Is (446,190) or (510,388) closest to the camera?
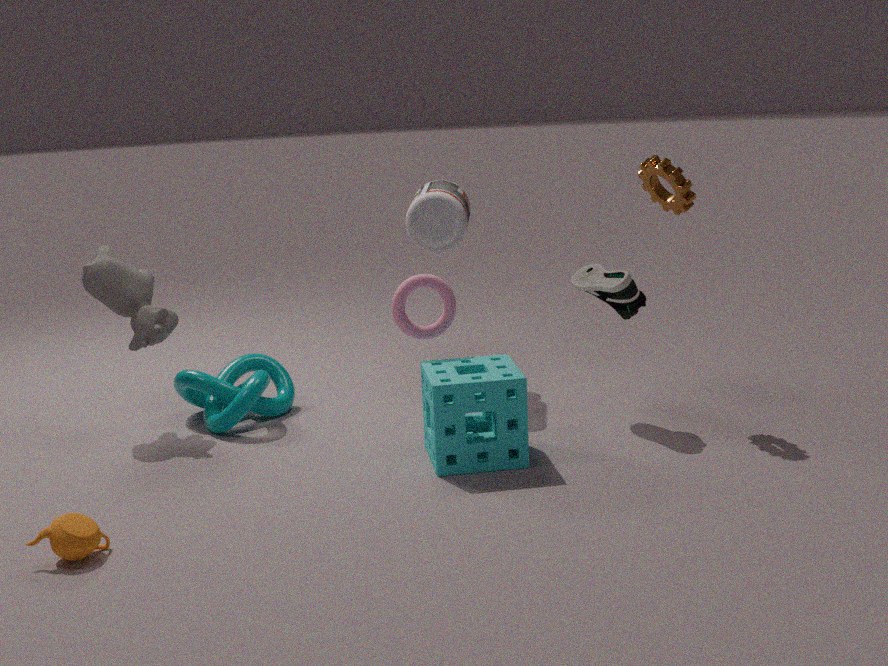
(510,388)
